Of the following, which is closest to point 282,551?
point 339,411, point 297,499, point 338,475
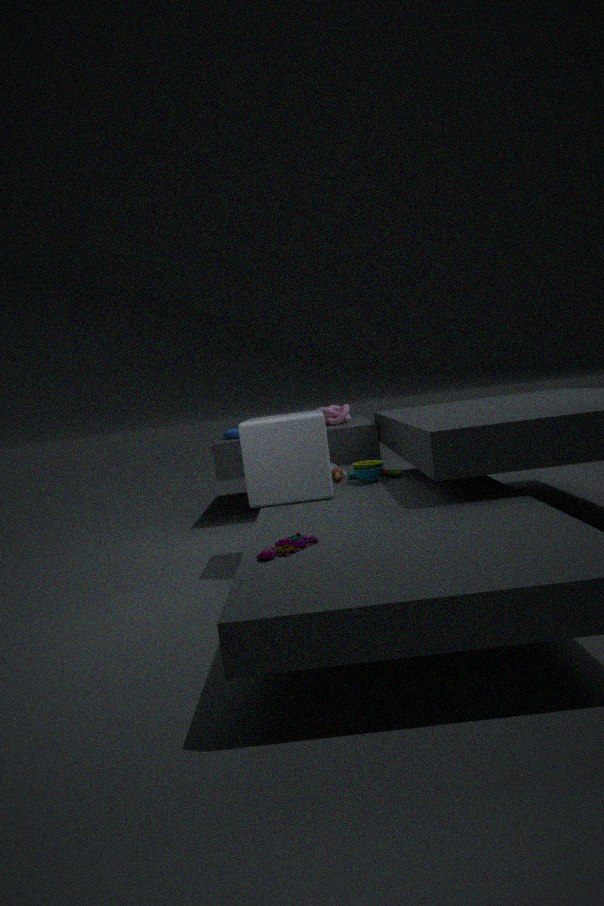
point 297,499
